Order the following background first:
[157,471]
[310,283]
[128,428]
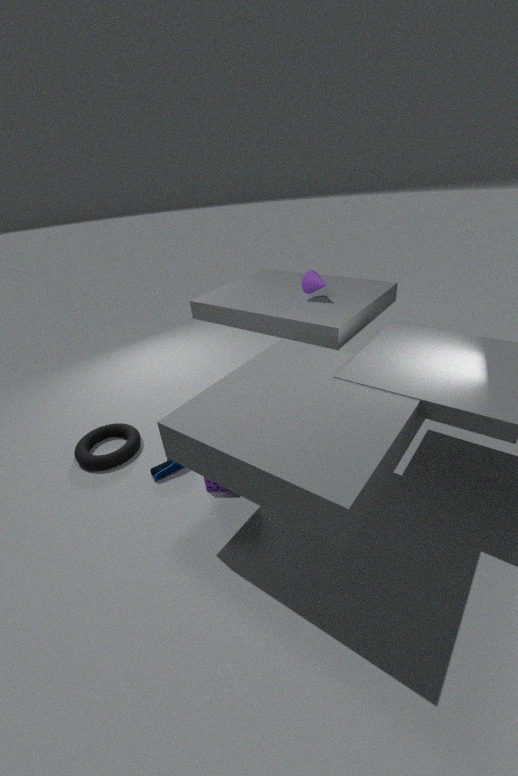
[310,283] < [128,428] < [157,471]
